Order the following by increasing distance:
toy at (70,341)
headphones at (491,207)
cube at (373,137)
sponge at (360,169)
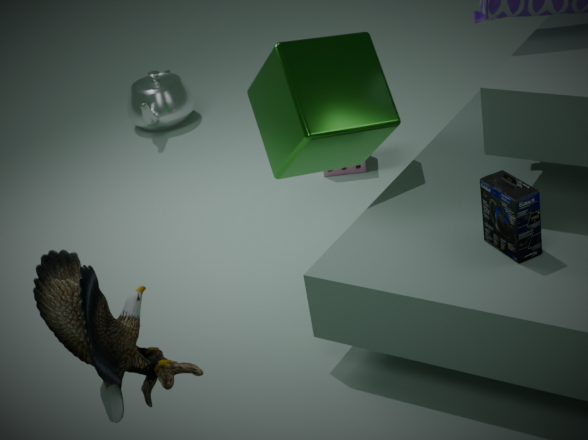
toy at (70,341), headphones at (491,207), cube at (373,137), sponge at (360,169)
